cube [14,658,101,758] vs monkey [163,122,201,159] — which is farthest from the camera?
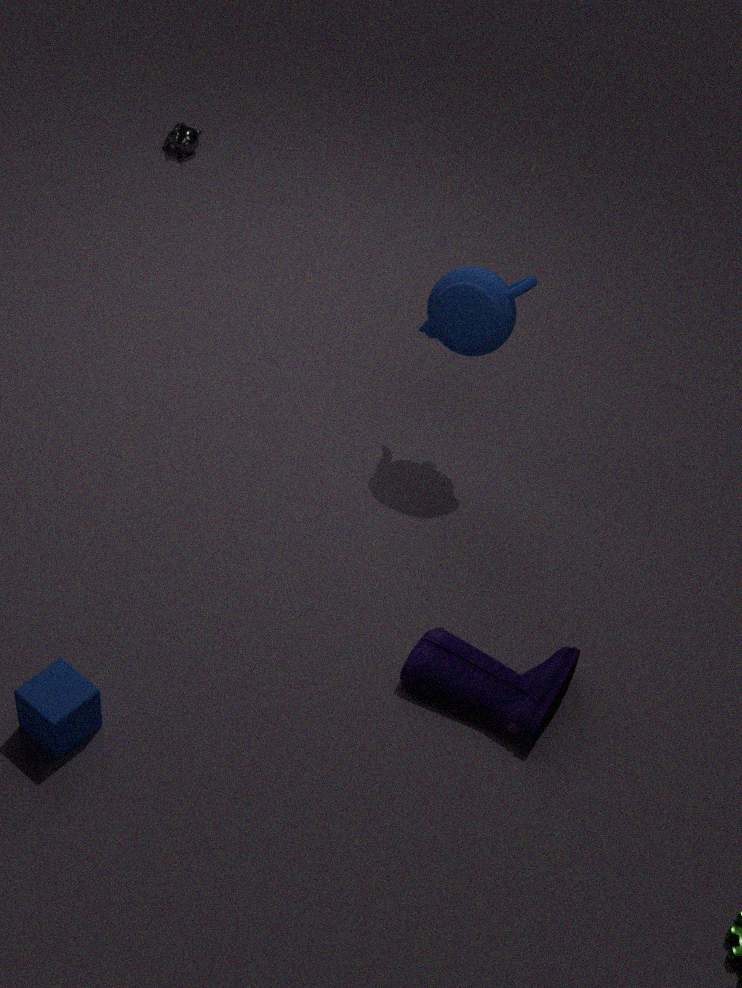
monkey [163,122,201,159]
